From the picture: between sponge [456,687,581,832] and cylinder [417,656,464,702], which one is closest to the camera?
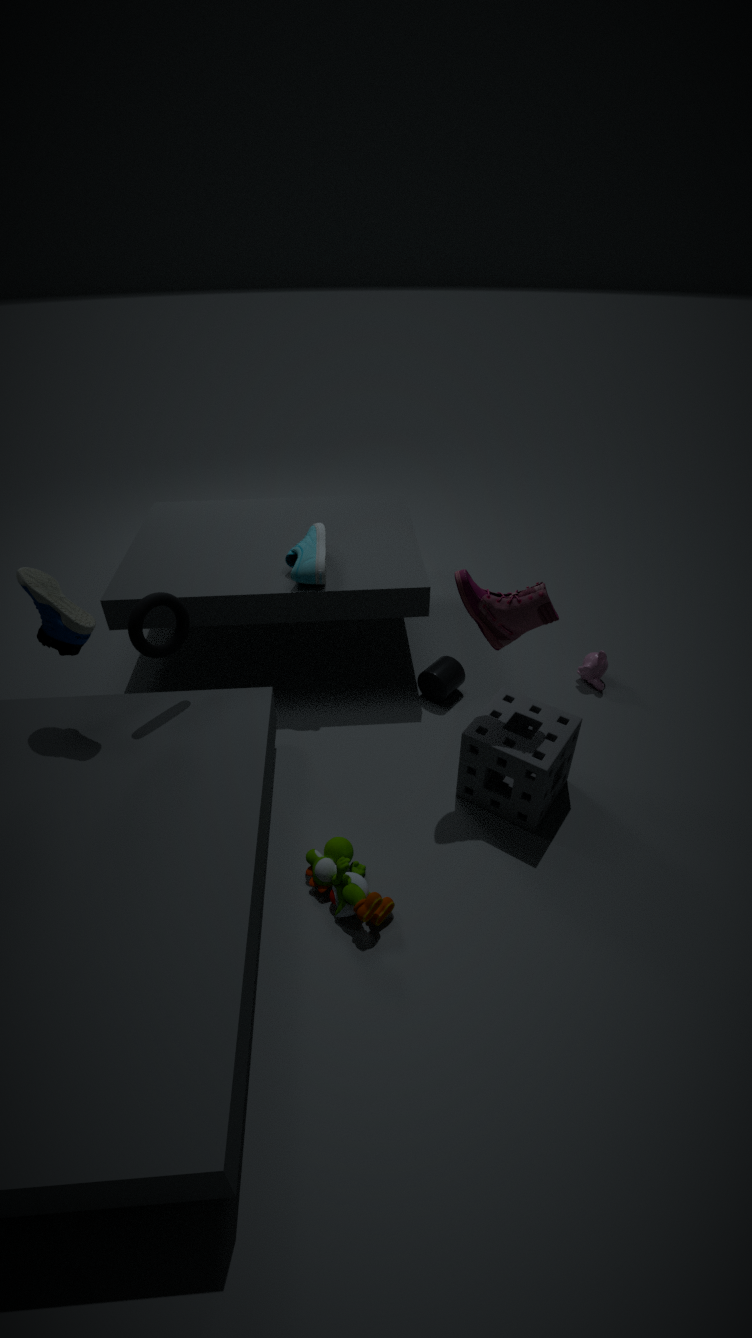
sponge [456,687,581,832]
